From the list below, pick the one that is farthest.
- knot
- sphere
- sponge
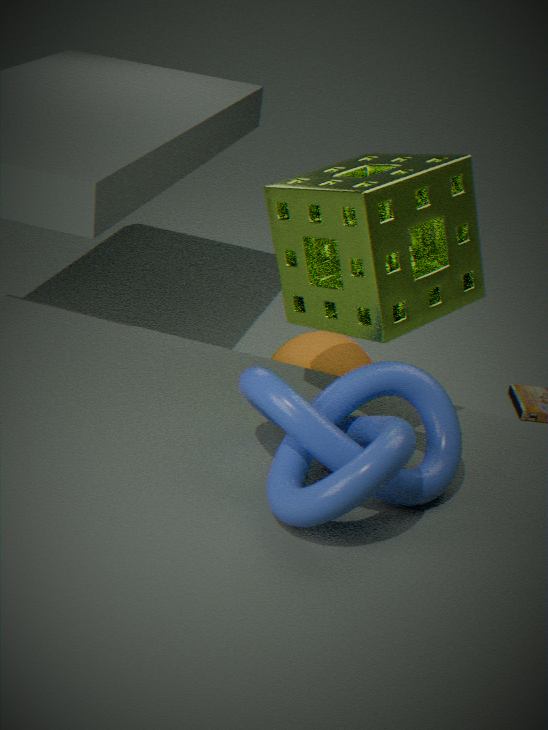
sphere
